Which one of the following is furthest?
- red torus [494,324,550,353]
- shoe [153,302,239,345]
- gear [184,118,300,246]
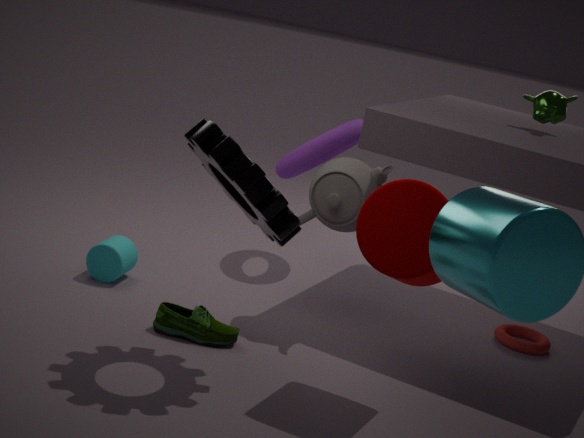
red torus [494,324,550,353]
